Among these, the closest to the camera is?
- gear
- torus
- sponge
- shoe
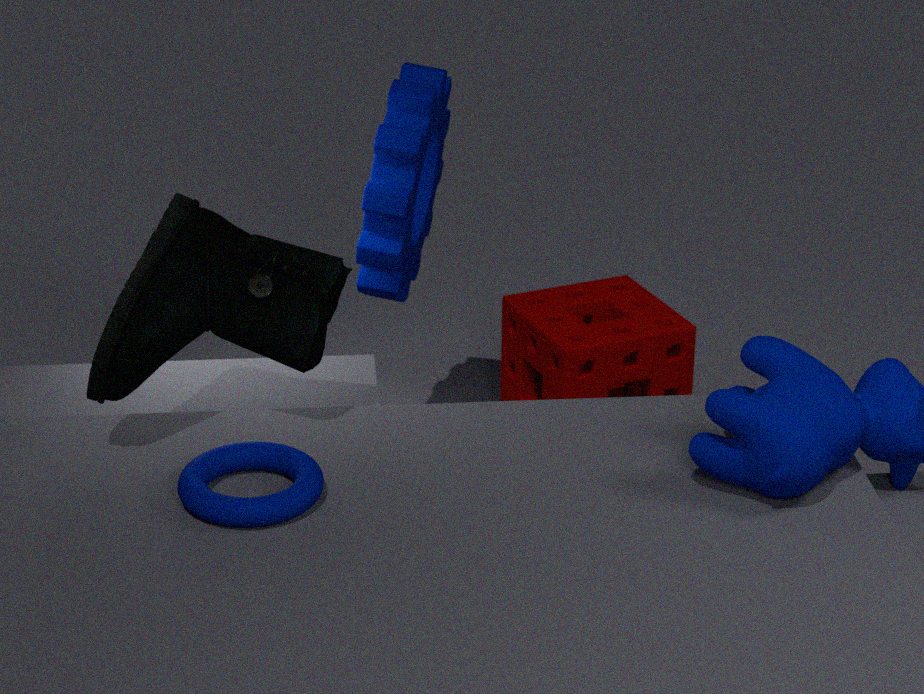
torus
